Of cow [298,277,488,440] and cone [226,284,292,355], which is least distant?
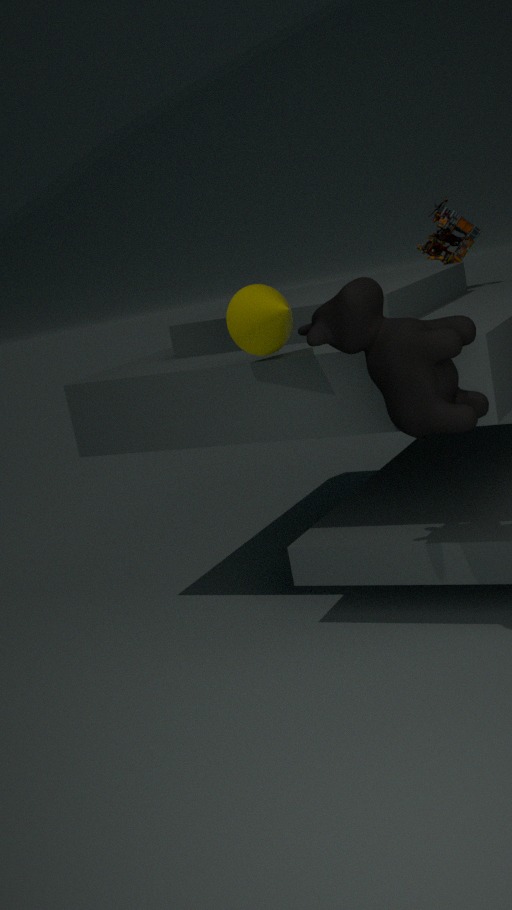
cow [298,277,488,440]
